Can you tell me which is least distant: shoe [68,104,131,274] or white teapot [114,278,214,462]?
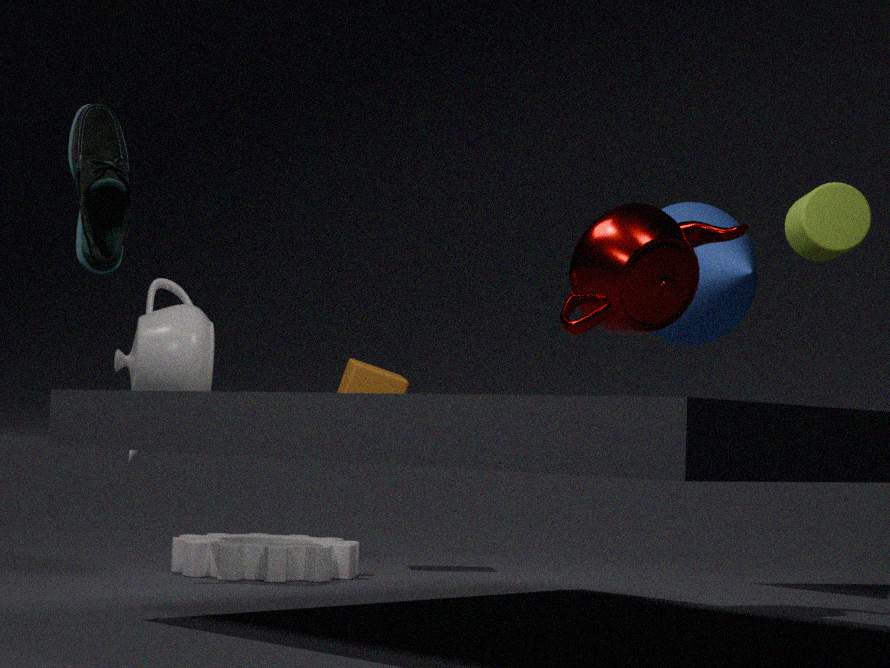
shoe [68,104,131,274]
